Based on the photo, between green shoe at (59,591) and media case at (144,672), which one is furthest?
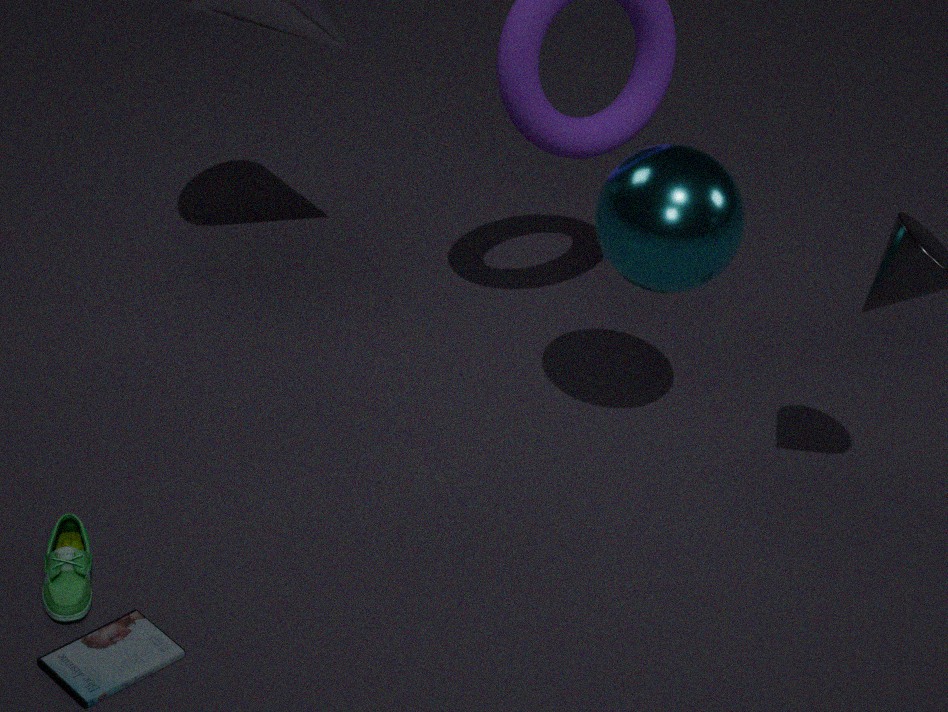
green shoe at (59,591)
